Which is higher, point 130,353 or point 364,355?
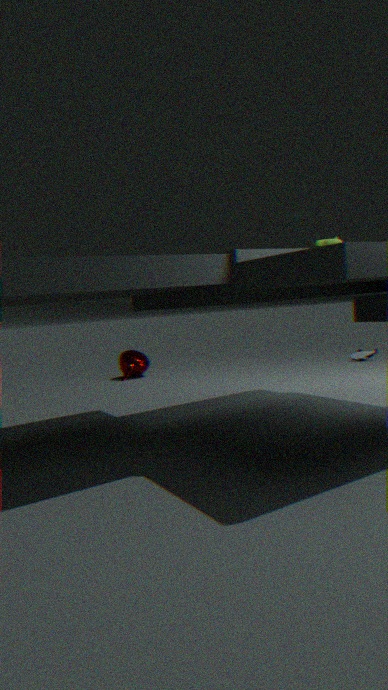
point 130,353
